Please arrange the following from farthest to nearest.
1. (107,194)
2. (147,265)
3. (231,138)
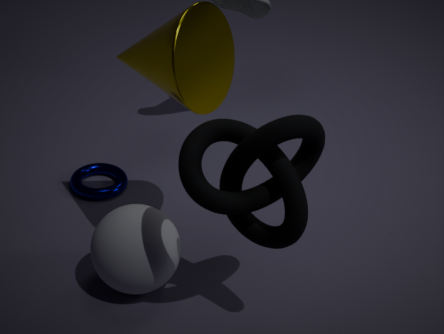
(107,194) → (147,265) → (231,138)
